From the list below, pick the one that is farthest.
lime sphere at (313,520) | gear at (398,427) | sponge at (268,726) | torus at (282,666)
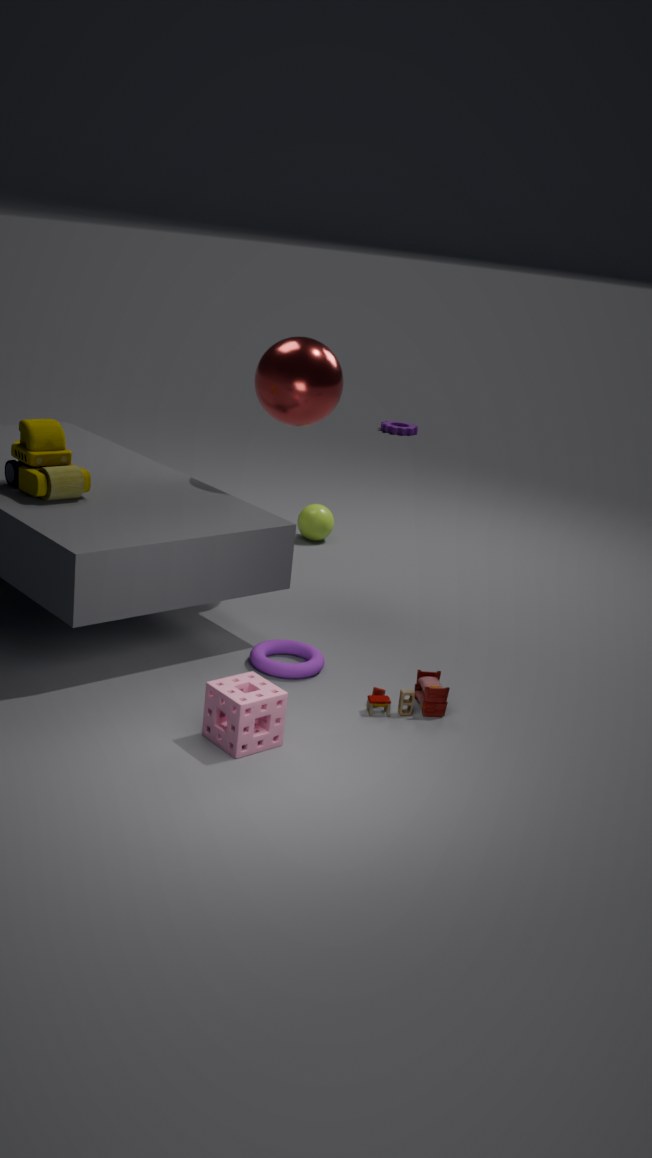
gear at (398,427)
